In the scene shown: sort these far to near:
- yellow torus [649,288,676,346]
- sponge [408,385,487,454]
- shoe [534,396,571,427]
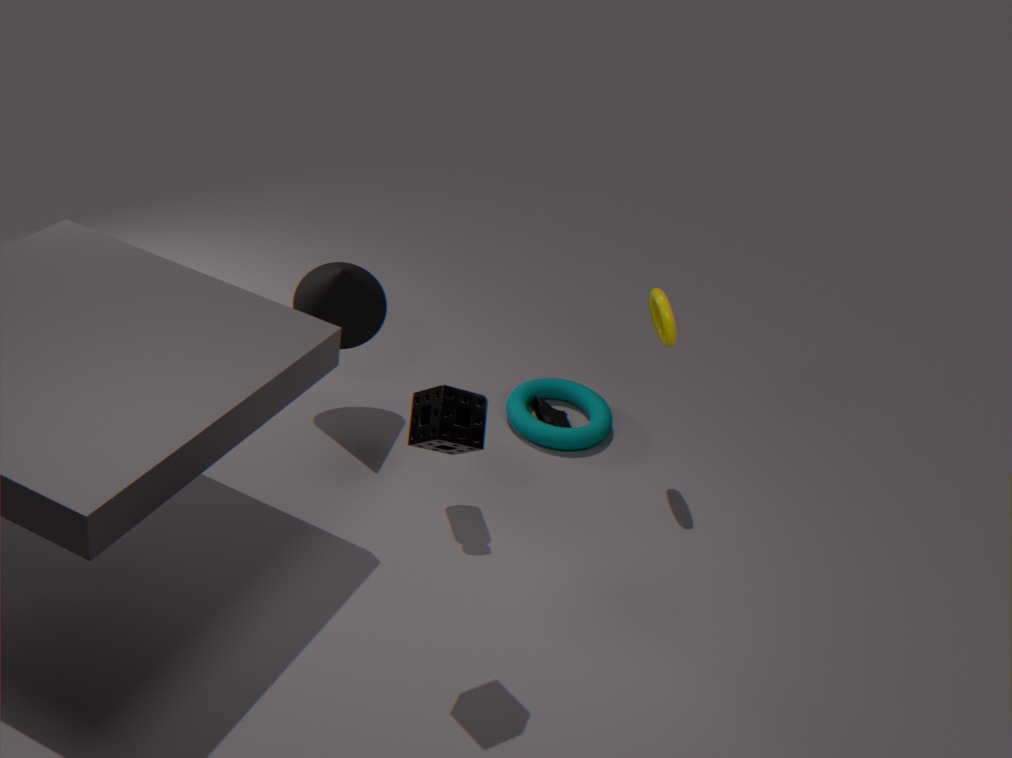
shoe [534,396,571,427] < yellow torus [649,288,676,346] < sponge [408,385,487,454]
